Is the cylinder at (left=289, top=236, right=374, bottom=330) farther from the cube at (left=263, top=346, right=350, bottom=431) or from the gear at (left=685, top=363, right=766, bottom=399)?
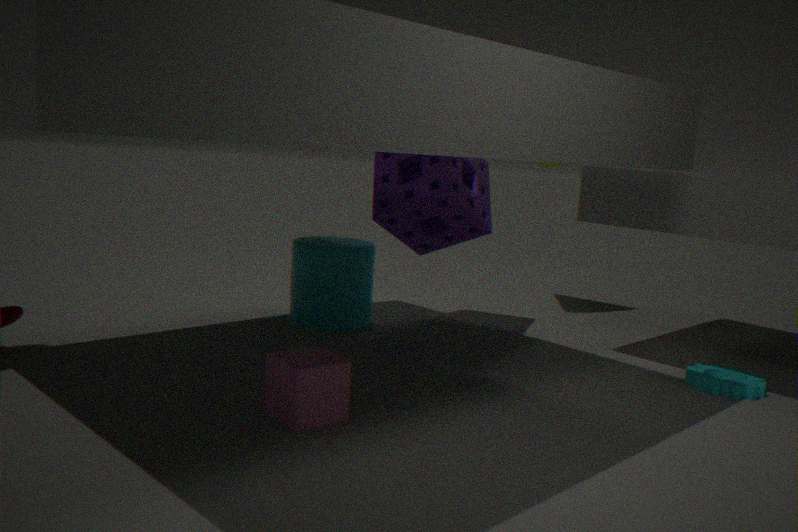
the gear at (left=685, top=363, right=766, bottom=399)
